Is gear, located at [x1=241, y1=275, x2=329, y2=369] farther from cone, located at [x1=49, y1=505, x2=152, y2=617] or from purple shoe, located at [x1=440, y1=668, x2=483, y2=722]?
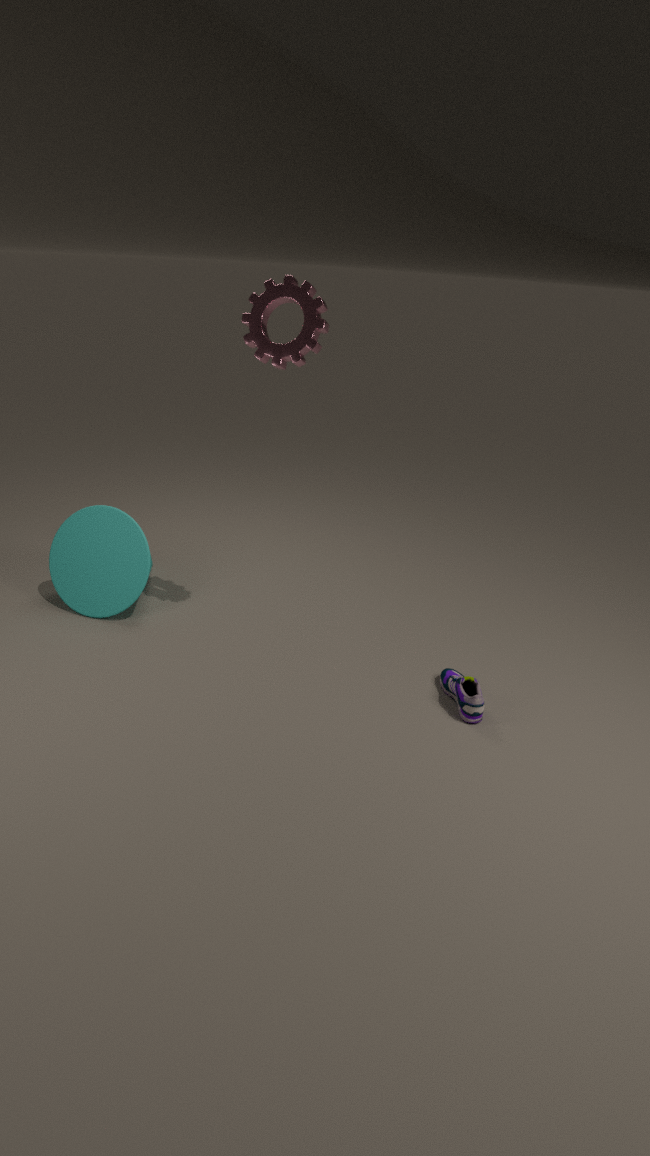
purple shoe, located at [x1=440, y1=668, x2=483, y2=722]
